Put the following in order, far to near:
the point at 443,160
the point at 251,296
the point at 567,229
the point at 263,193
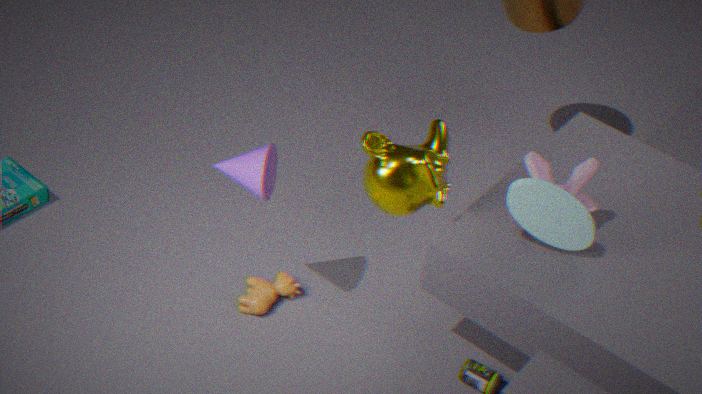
the point at 251,296
the point at 443,160
the point at 263,193
the point at 567,229
